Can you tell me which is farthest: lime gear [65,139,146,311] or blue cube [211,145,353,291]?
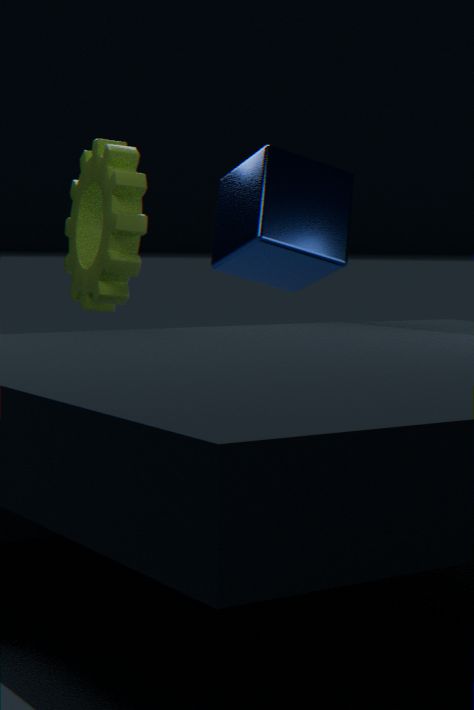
blue cube [211,145,353,291]
